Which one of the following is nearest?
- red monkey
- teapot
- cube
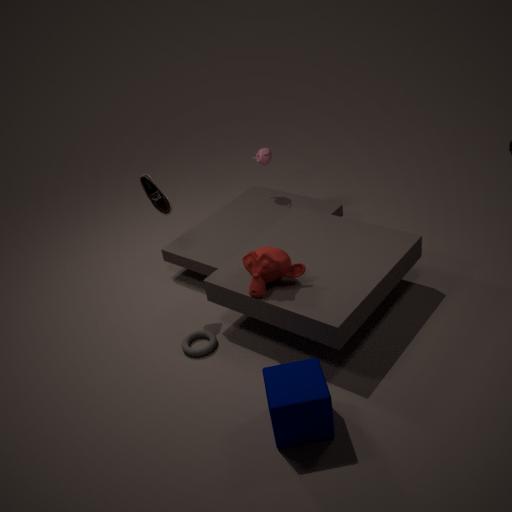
cube
